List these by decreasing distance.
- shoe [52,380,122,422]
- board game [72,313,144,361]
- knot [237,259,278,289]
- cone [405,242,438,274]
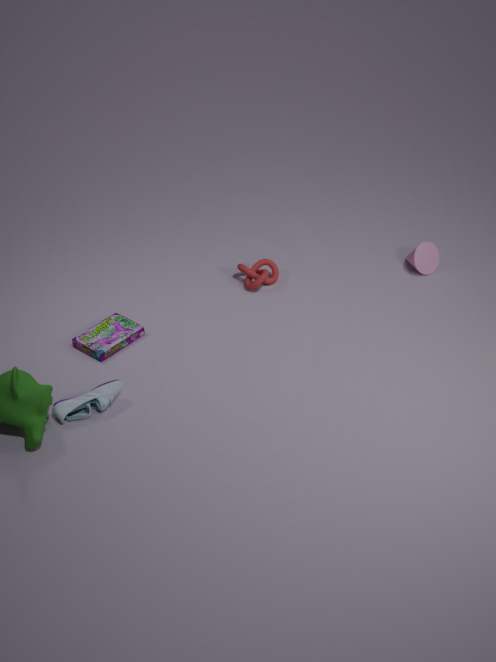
cone [405,242,438,274] < knot [237,259,278,289] < board game [72,313,144,361] < shoe [52,380,122,422]
